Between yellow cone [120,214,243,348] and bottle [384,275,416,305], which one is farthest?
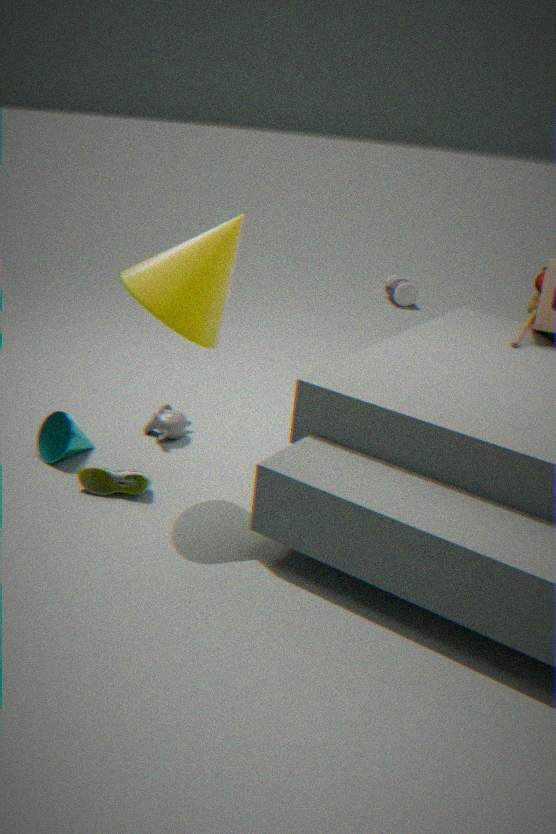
bottle [384,275,416,305]
